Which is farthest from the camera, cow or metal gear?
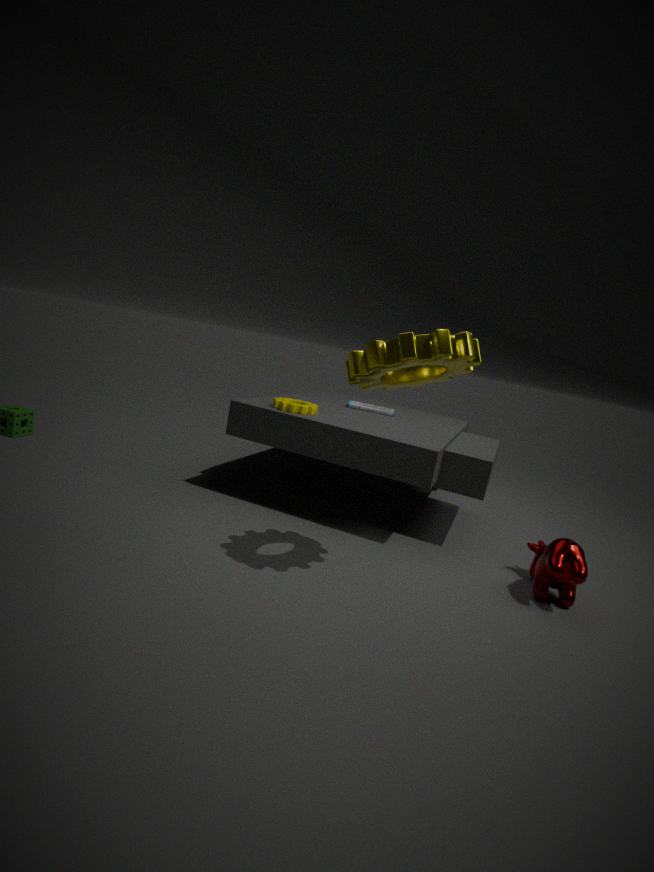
cow
